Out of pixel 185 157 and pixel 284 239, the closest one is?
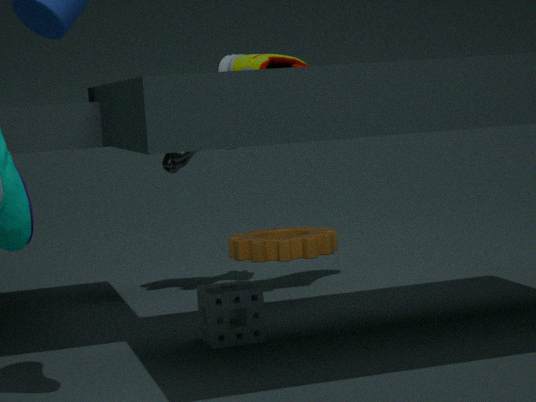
pixel 185 157
